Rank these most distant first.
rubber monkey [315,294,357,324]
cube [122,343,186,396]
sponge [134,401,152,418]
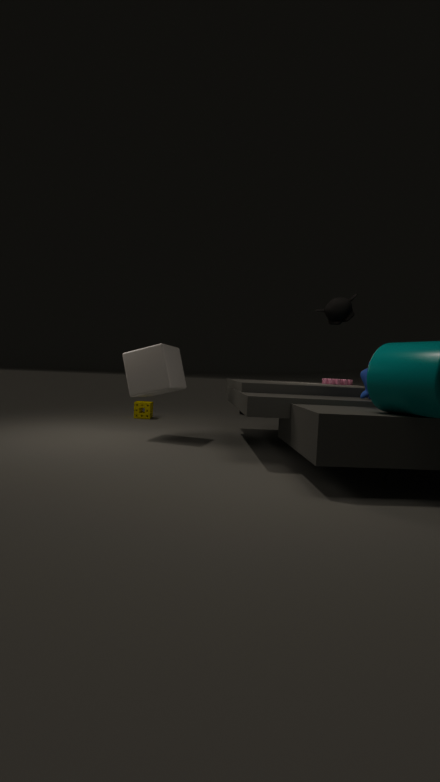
sponge [134,401,152,418] → cube [122,343,186,396] → rubber monkey [315,294,357,324]
